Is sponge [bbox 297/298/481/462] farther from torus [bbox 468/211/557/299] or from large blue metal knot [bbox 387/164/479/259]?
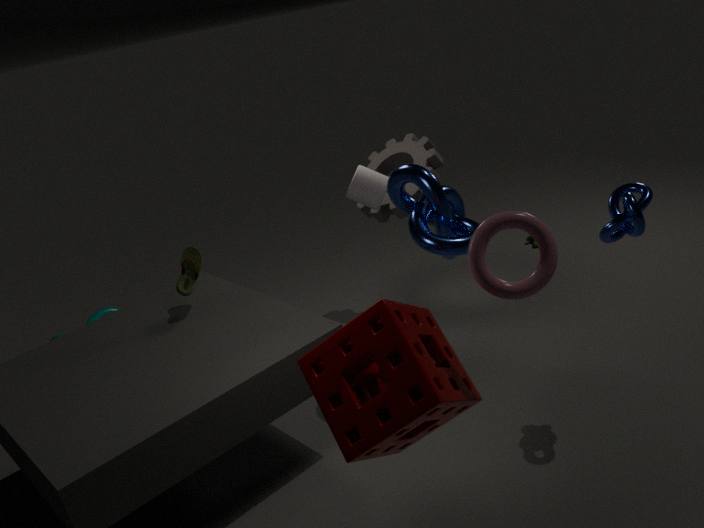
large blue metal knot [bbox 387/164/479/259]
